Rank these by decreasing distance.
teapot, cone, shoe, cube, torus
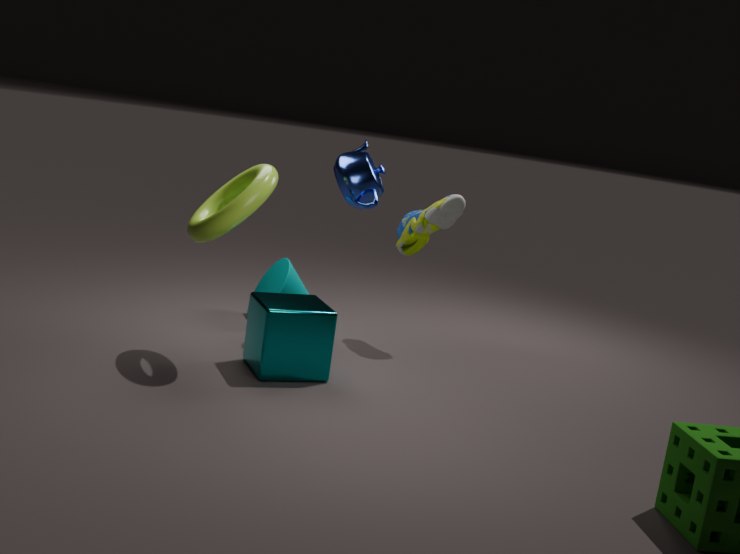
cone < shoe < teapot < cube < torus
